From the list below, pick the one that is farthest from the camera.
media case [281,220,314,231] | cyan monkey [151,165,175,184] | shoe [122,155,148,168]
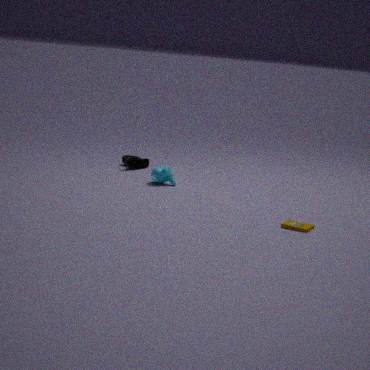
shoe [122,155,148,168]
